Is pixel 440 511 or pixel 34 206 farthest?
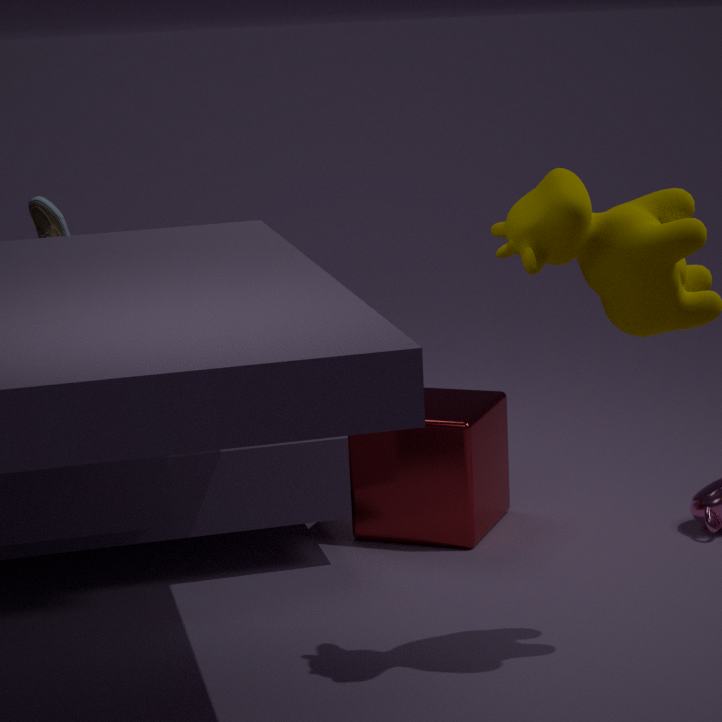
pixel 34 206
